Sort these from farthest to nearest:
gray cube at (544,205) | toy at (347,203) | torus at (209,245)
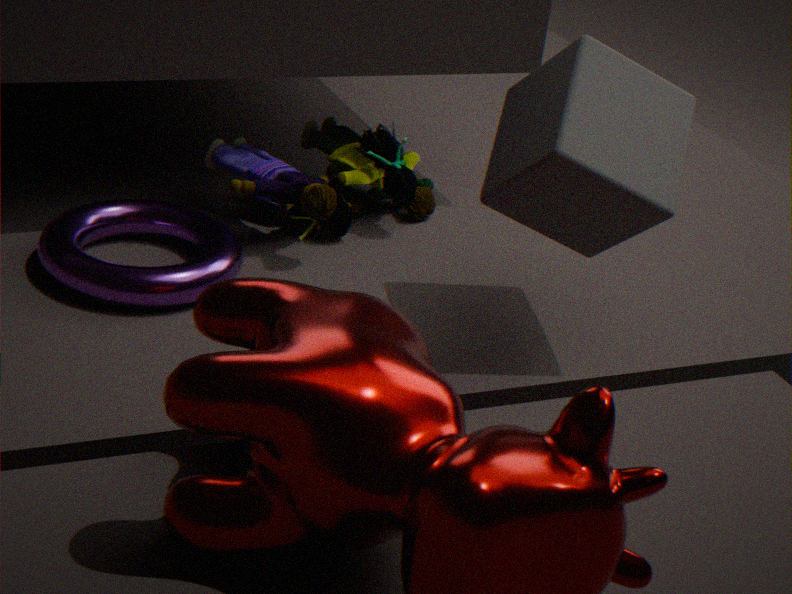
toy at (347,203)
torus at (209,245)
gray cube at (544,205)
